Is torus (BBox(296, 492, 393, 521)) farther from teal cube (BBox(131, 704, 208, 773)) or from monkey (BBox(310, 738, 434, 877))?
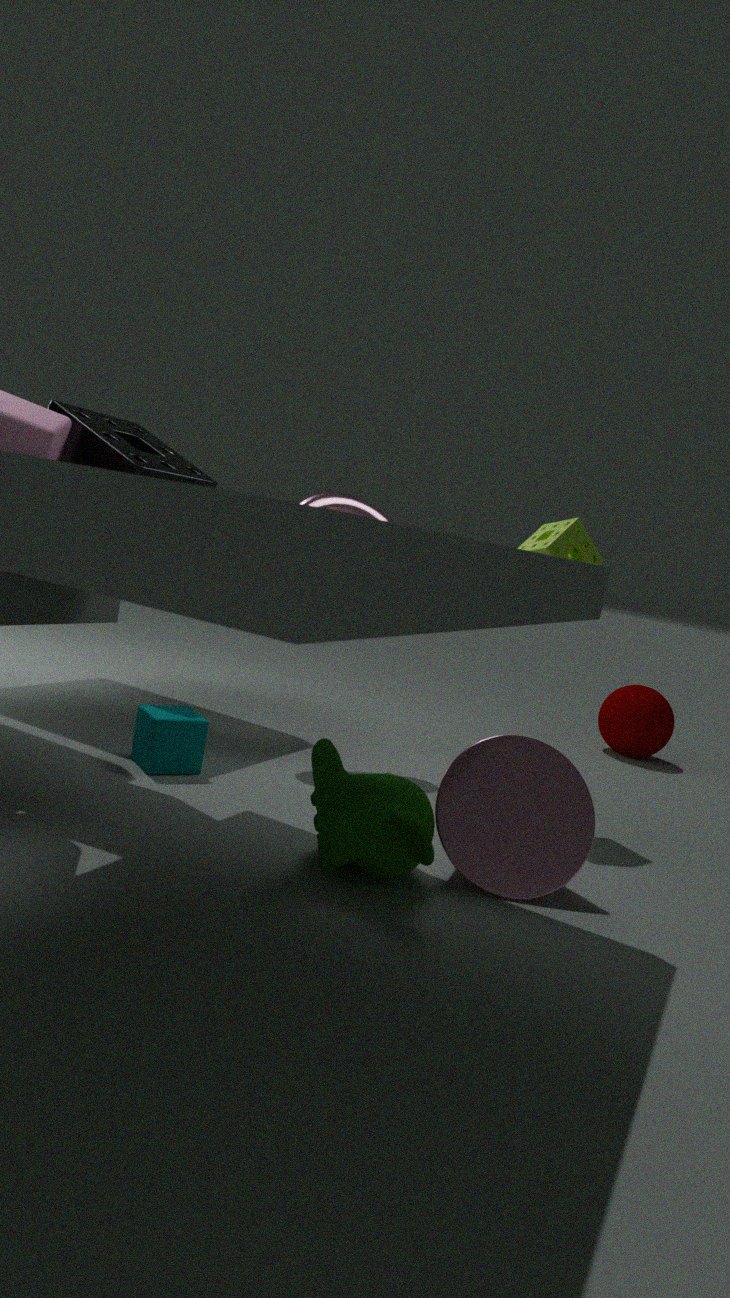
monkey (BBox(310, 738, 434, 877))
